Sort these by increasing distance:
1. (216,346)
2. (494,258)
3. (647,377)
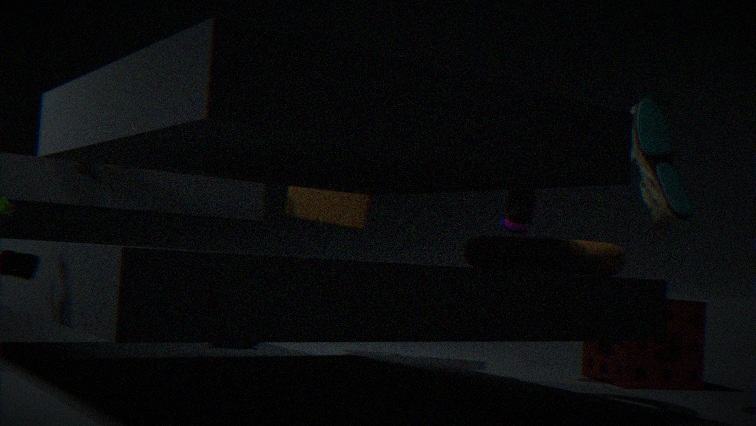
(494,258) < (647,377) < (216,346)
